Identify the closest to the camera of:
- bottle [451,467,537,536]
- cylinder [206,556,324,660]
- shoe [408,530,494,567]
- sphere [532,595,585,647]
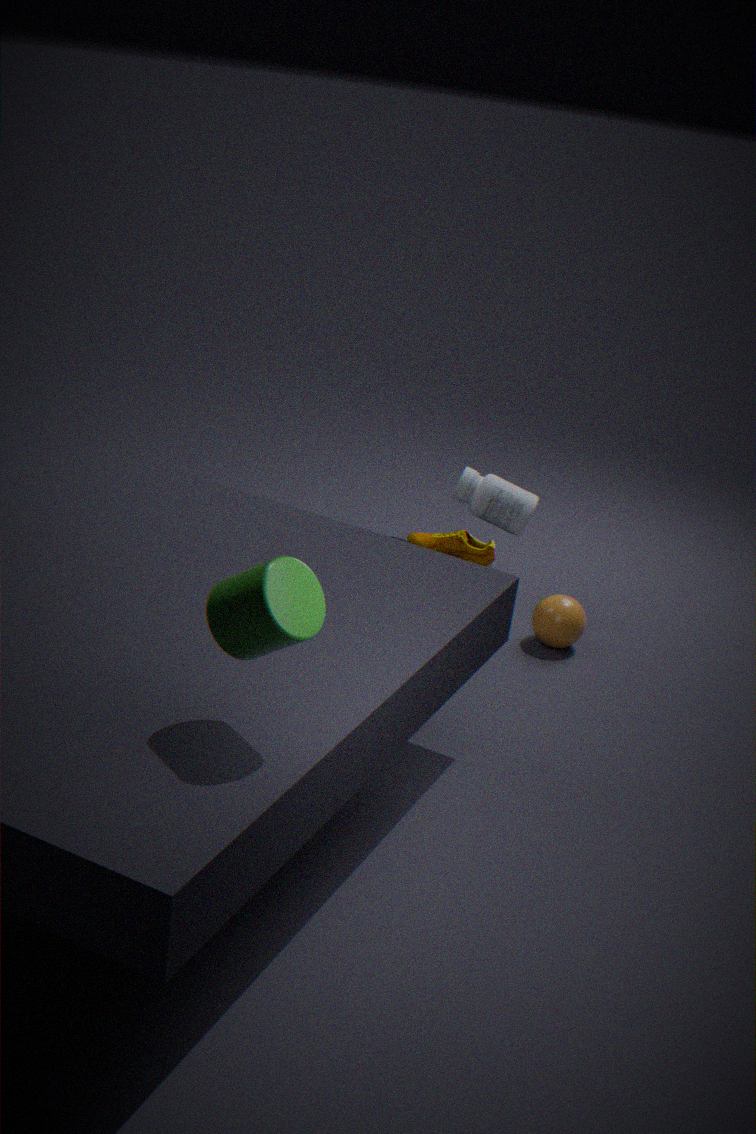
cylinder [206,556,324,660]
